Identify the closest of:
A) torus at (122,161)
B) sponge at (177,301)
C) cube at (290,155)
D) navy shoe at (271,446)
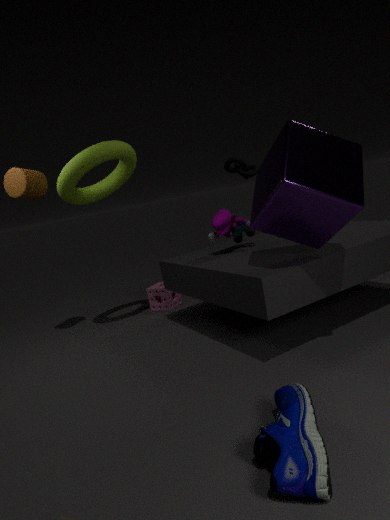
navy shoe at (271,446)
